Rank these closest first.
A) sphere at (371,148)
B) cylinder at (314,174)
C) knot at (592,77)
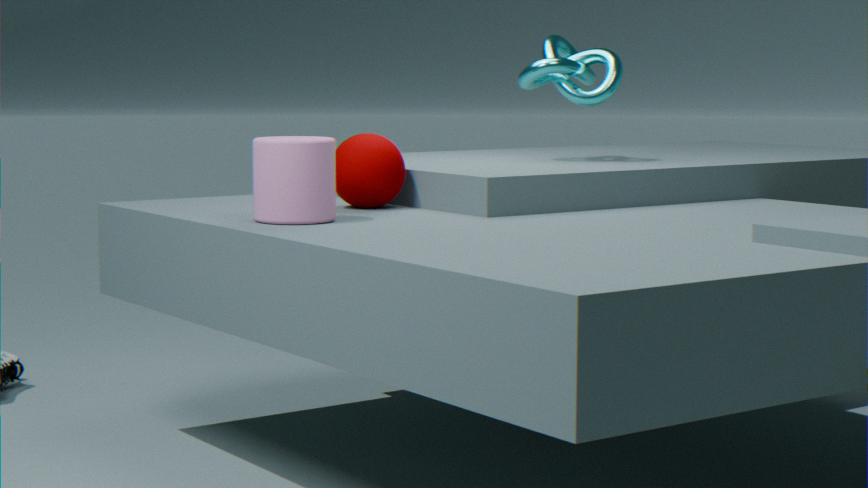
cylinder at (314,174), sphere at (371,148), knot at (592,77)
